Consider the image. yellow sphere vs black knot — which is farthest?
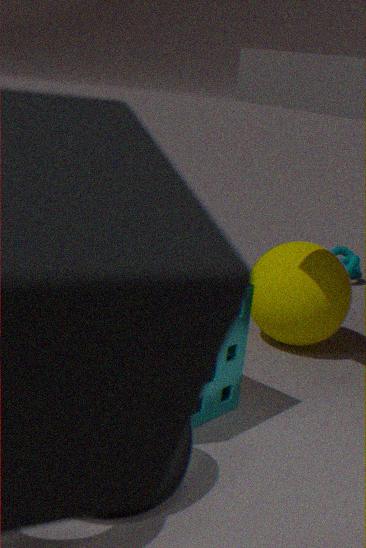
yellow sphere
